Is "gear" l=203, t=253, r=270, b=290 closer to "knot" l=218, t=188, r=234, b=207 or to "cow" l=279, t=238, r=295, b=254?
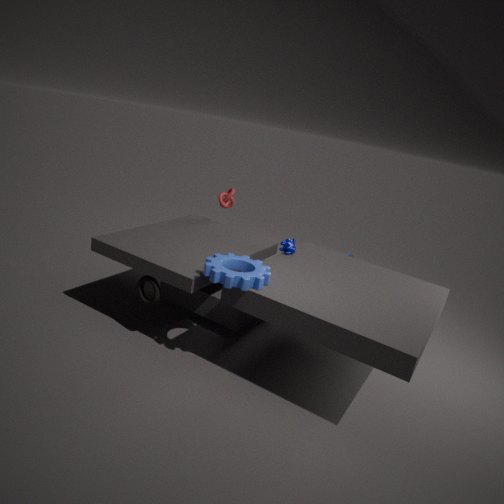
"cow" l=279, t=238, r=295, b=254
